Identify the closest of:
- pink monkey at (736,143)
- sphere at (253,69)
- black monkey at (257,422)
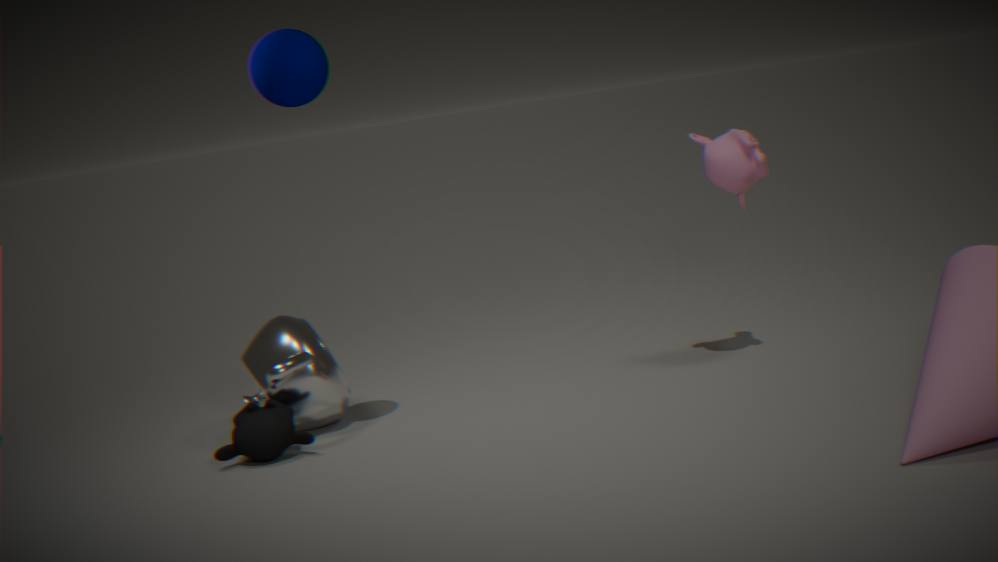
sphere at (253,69)
